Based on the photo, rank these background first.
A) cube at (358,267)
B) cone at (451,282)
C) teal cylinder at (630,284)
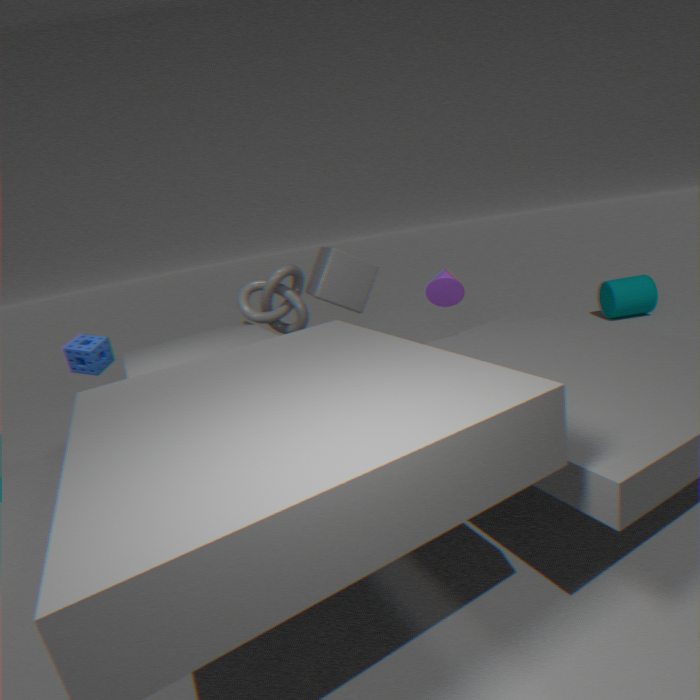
teal cylinder at (630,284) → cube at (358,267) → cone at (451,282)
